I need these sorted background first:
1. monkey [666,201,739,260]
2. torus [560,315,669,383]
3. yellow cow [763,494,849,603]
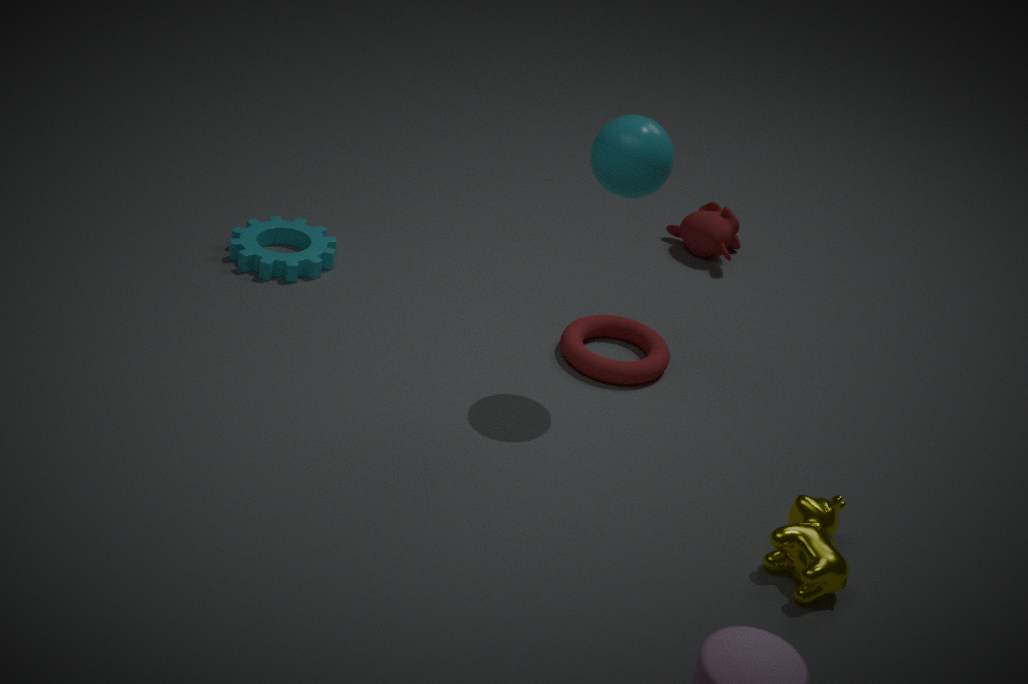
monkey [666,201,739,260]
torus [560,315,669,383]
yellow cow [763,494,849,603]
